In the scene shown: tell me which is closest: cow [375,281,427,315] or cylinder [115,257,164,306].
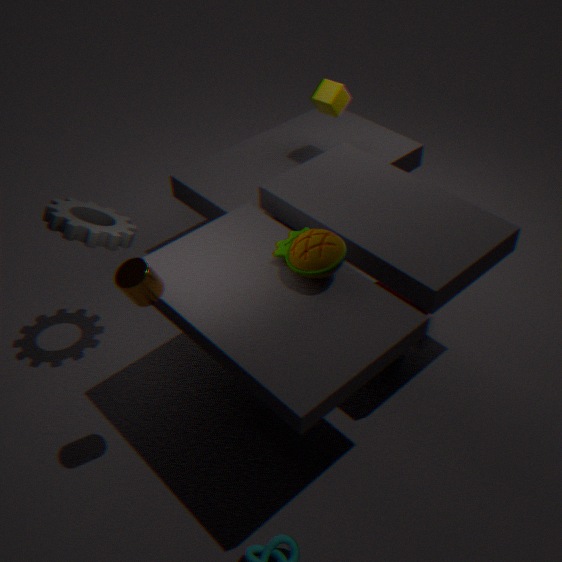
cylinder [115,257,164,306]
